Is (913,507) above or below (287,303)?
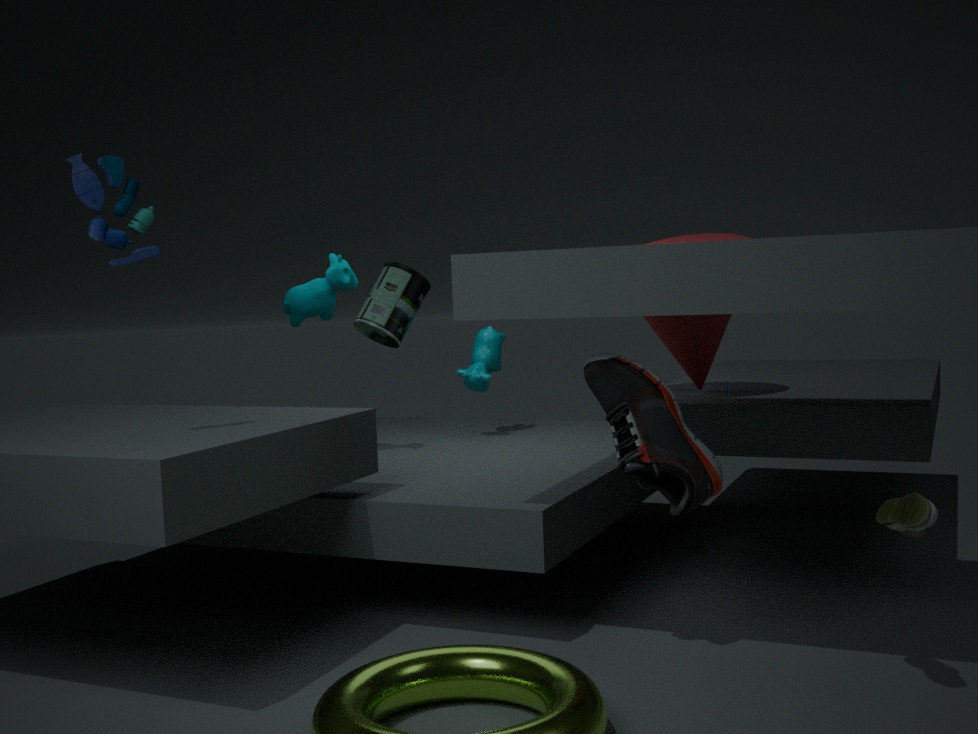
below
